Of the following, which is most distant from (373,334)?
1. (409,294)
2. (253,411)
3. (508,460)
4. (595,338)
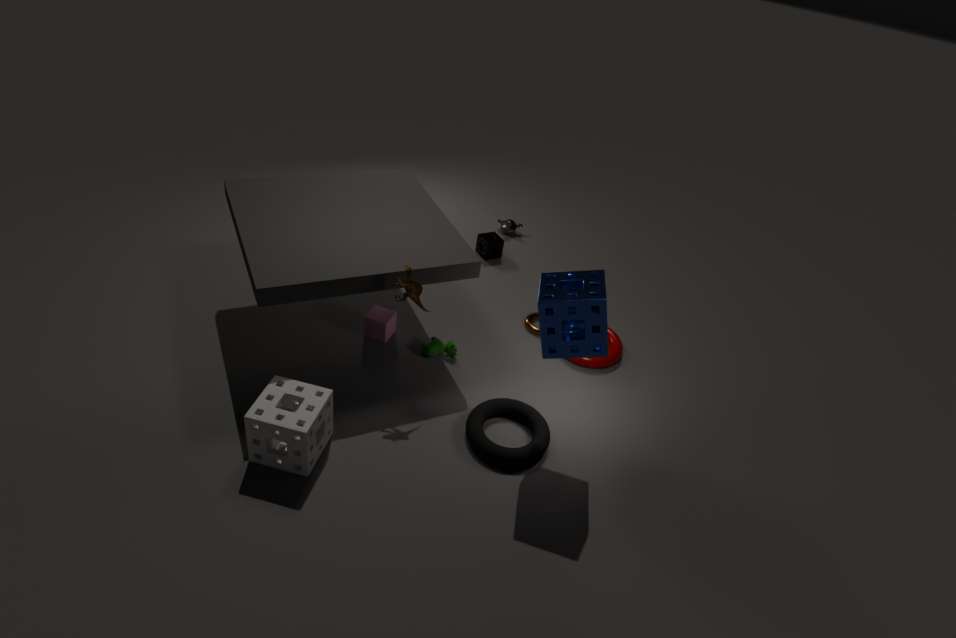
(595,338)
